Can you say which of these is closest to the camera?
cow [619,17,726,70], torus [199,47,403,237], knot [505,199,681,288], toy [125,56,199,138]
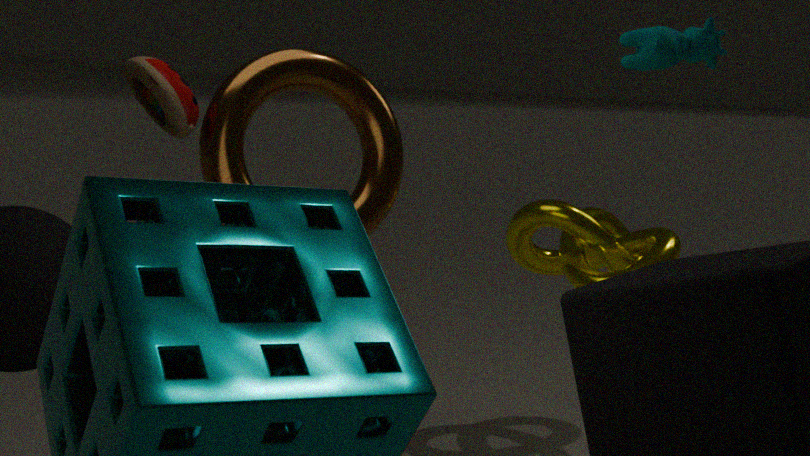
cow [619,17,726,70]
